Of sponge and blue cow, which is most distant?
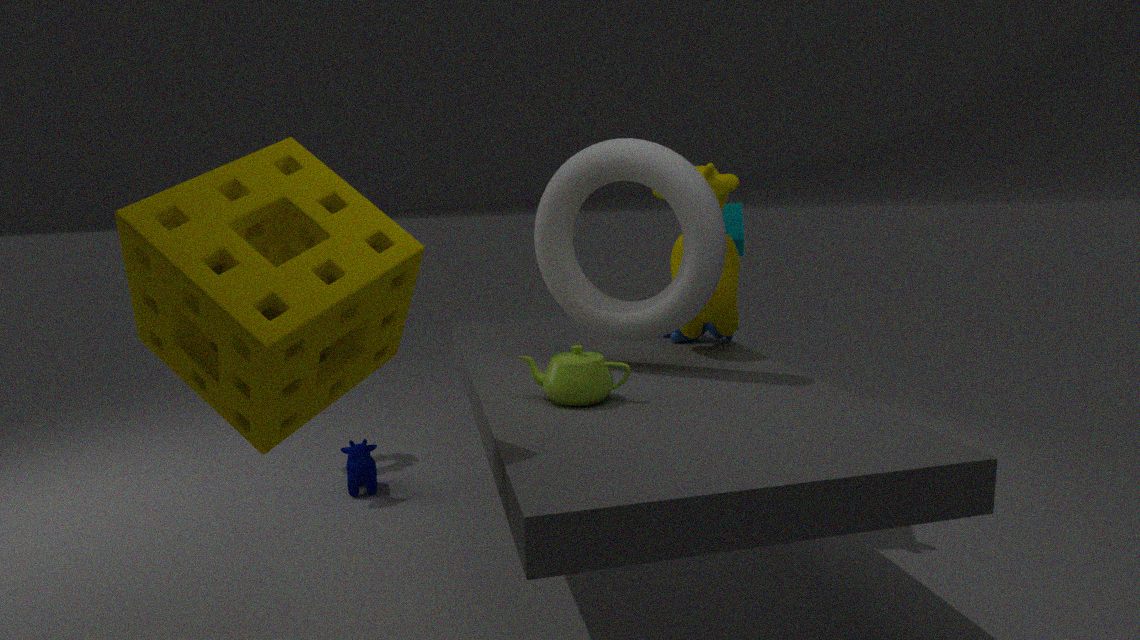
blue cow
